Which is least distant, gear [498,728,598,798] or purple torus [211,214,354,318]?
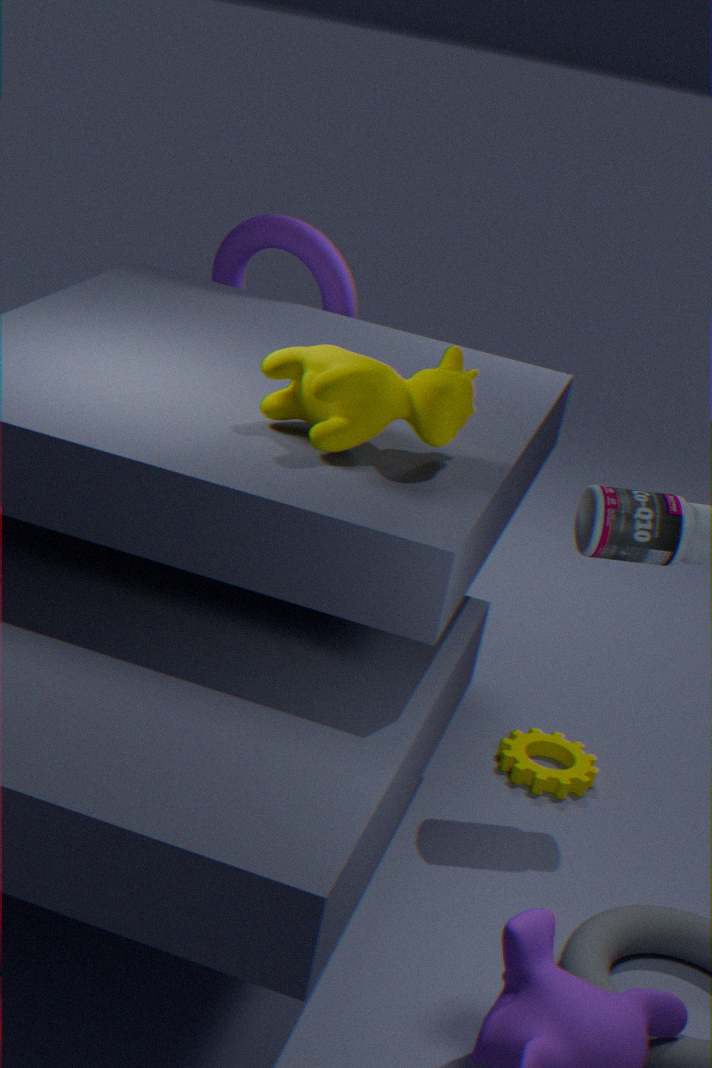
gear [498,728,598,798]
